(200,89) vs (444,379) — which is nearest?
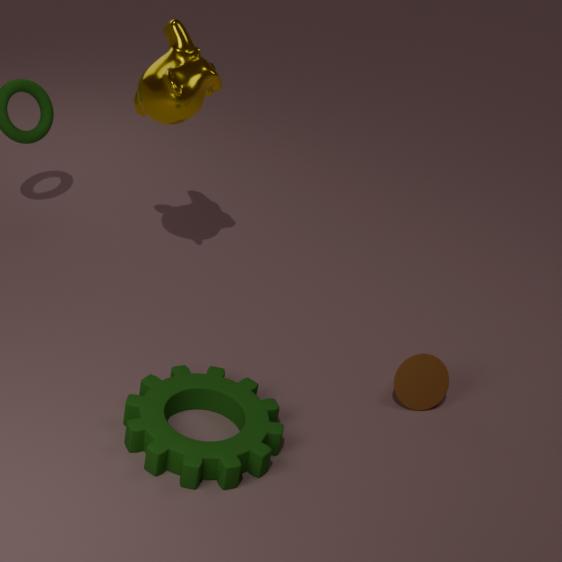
(444,379)
